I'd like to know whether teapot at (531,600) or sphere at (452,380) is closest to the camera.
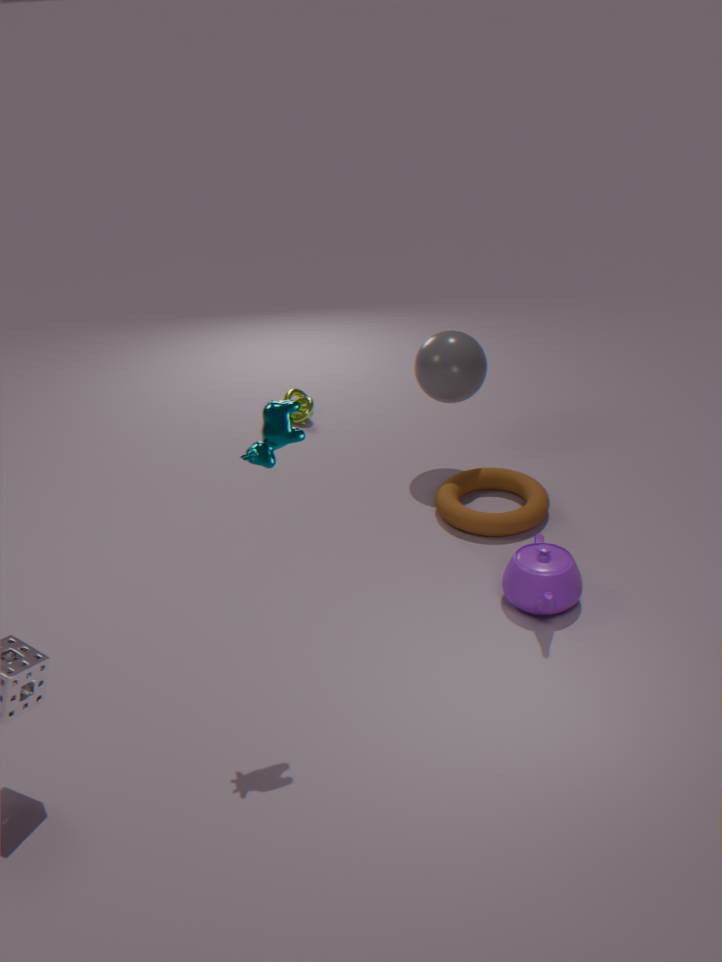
teapot at (531,600)
